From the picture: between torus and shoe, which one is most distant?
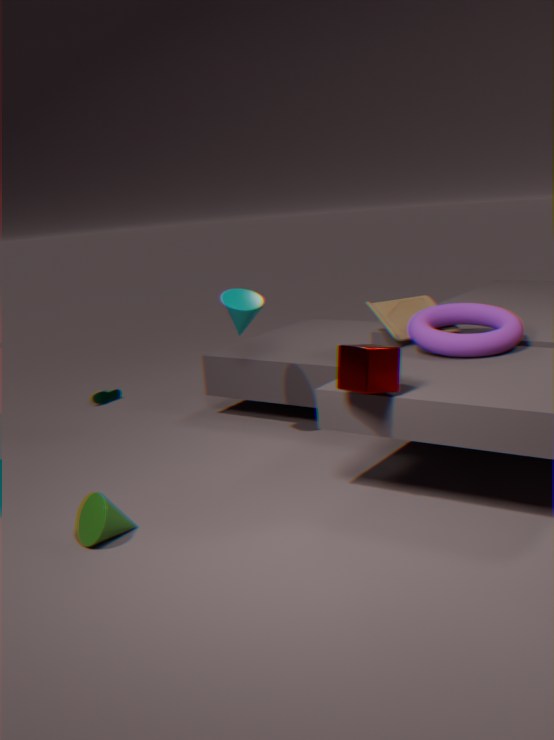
shoe
